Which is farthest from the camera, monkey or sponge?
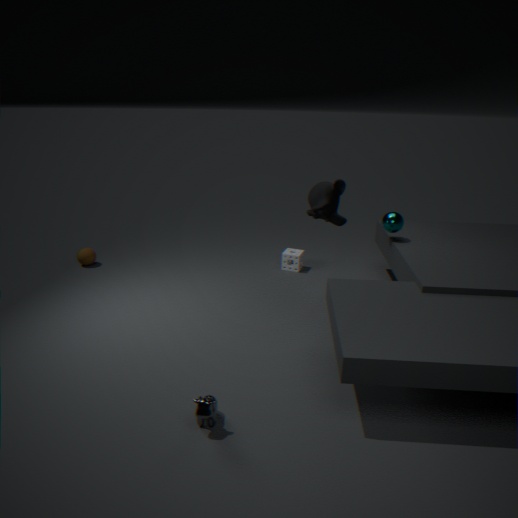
sponge
